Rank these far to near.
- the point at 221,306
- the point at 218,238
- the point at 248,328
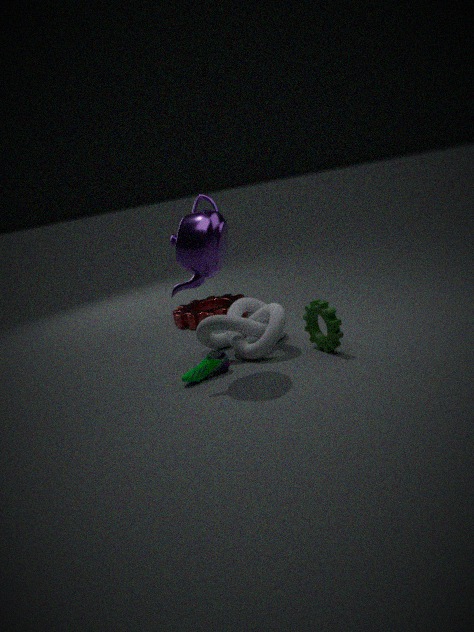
the point at 221,306 → the point at 248,328 → the point at 218,238
